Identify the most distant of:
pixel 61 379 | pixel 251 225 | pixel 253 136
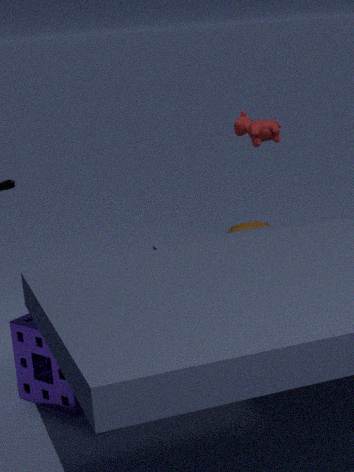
pixel 251 225
